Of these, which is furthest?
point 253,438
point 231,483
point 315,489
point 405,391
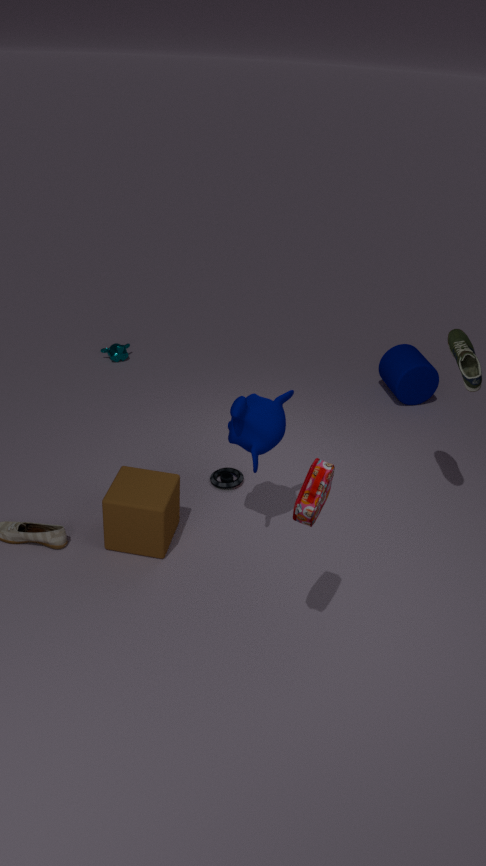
point 405,391
